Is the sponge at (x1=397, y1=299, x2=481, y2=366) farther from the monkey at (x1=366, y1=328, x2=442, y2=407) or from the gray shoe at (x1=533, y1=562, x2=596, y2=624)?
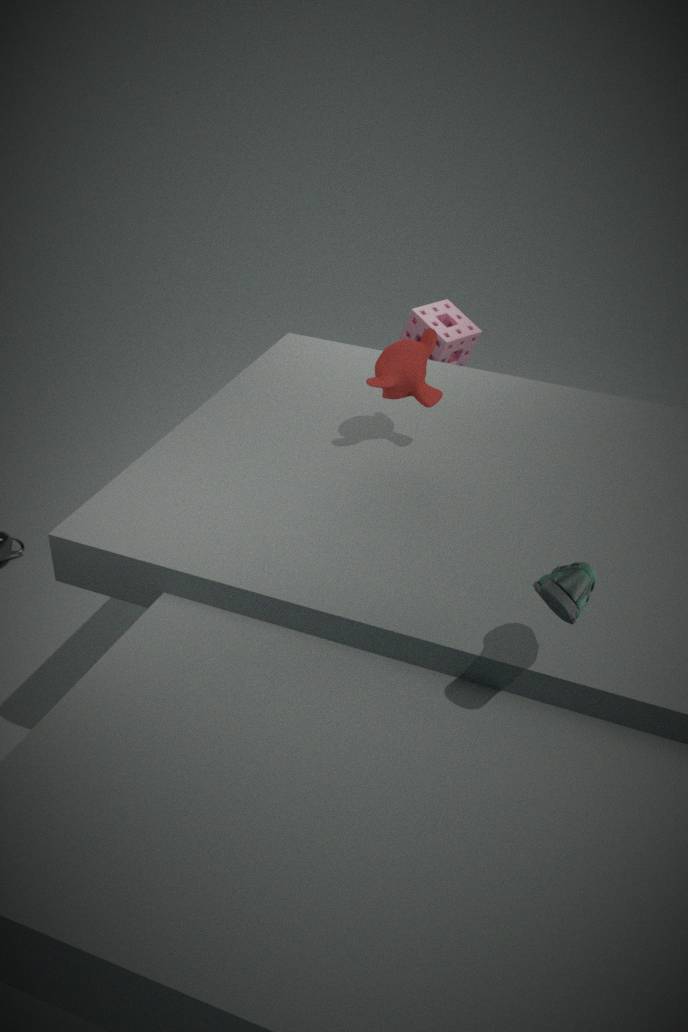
the gray shoe at (x1=533, y1=562, x2=596, y2=624)
